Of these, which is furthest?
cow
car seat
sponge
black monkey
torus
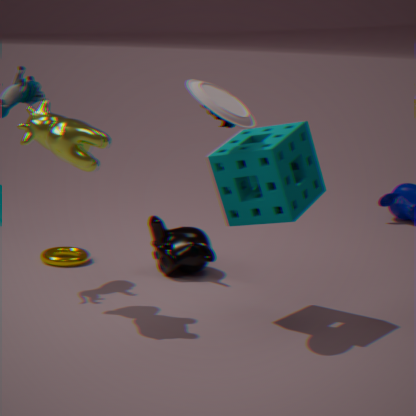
torus
